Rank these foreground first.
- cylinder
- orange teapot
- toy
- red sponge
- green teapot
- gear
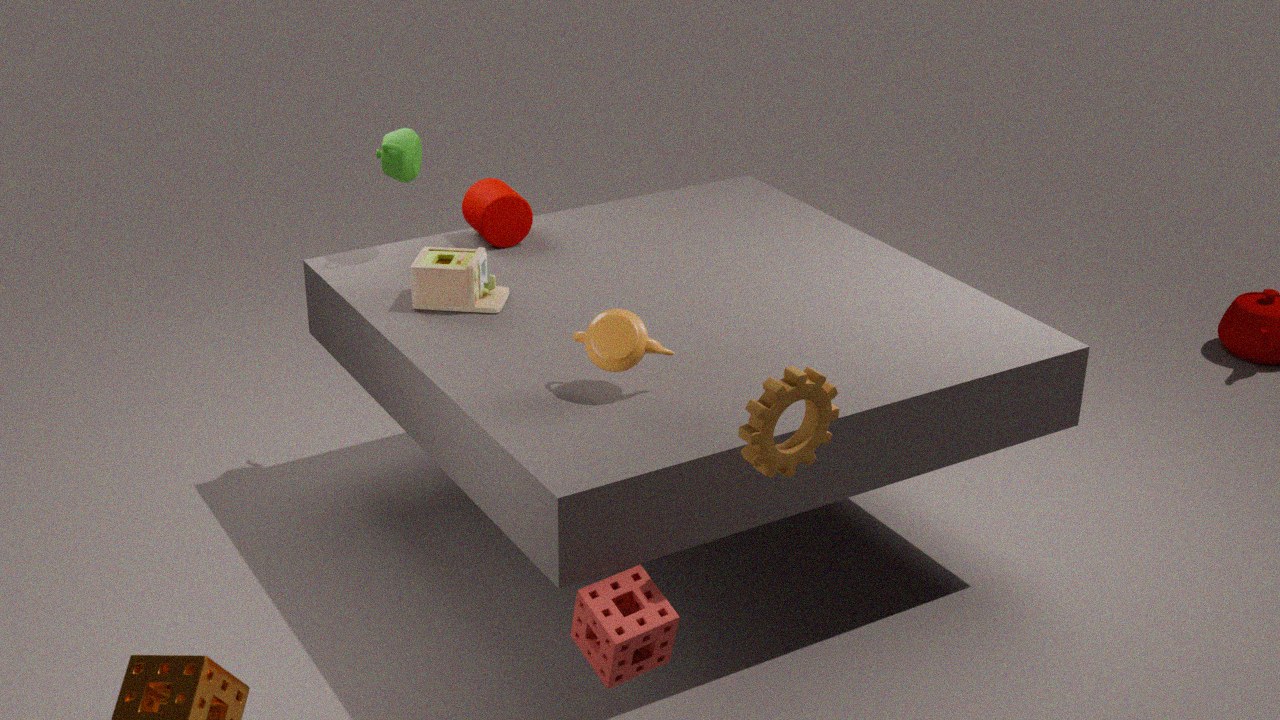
gear → red sponge → orange teapot → toy → green teapot → cylinder
